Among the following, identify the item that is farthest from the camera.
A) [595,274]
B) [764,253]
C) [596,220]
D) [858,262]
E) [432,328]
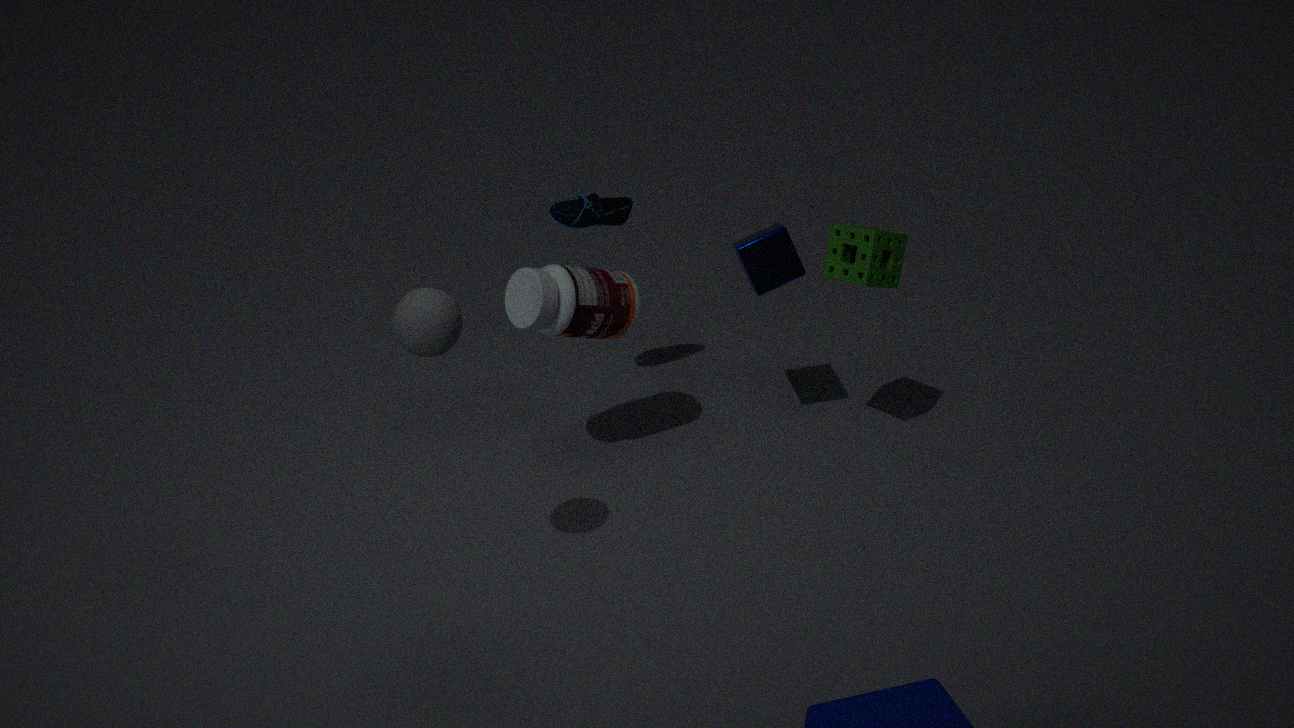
[596,220]
